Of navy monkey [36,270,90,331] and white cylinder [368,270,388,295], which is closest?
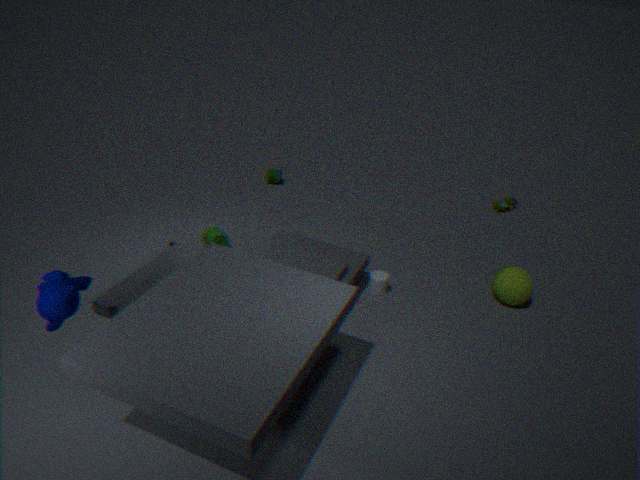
navy monkey [36,270,90,331]
